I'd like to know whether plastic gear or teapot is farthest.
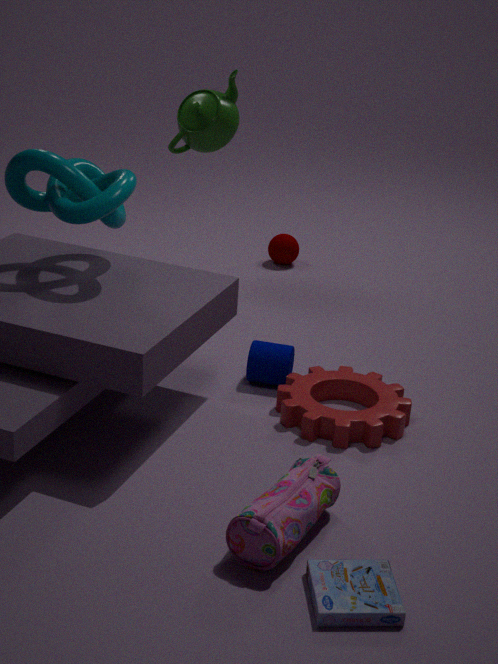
teapot
